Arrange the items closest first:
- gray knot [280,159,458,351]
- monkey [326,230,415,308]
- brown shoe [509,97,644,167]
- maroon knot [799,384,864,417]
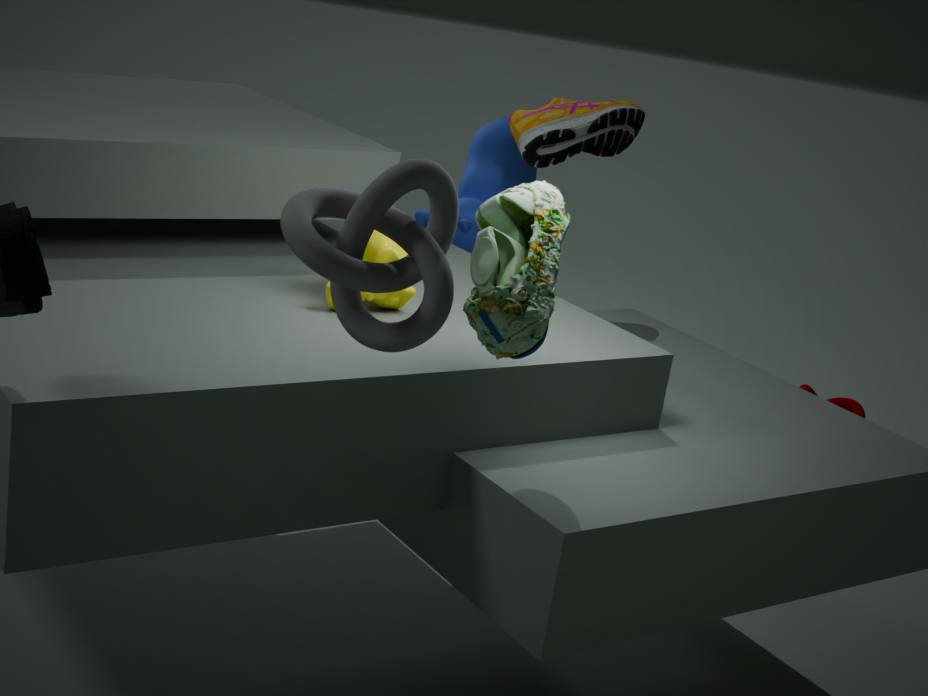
gray knot [280,159,458,351]
monkey [326,230,415,308]
brown shoe [509,97,644,167]
maroon knot [799,384,864,417]
